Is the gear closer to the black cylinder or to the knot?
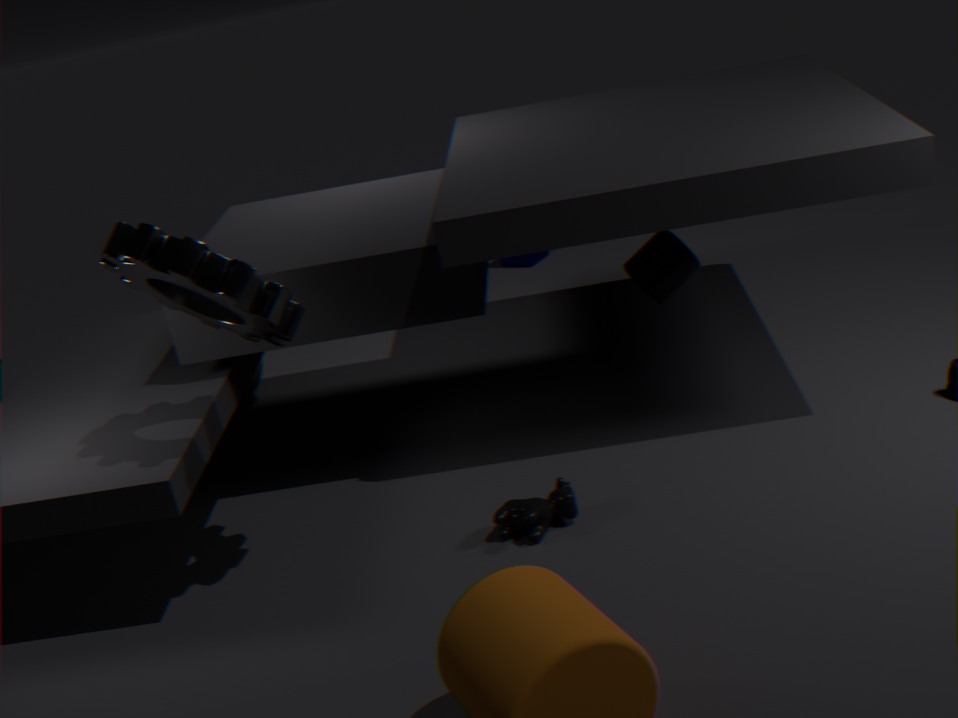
the black cylinder
